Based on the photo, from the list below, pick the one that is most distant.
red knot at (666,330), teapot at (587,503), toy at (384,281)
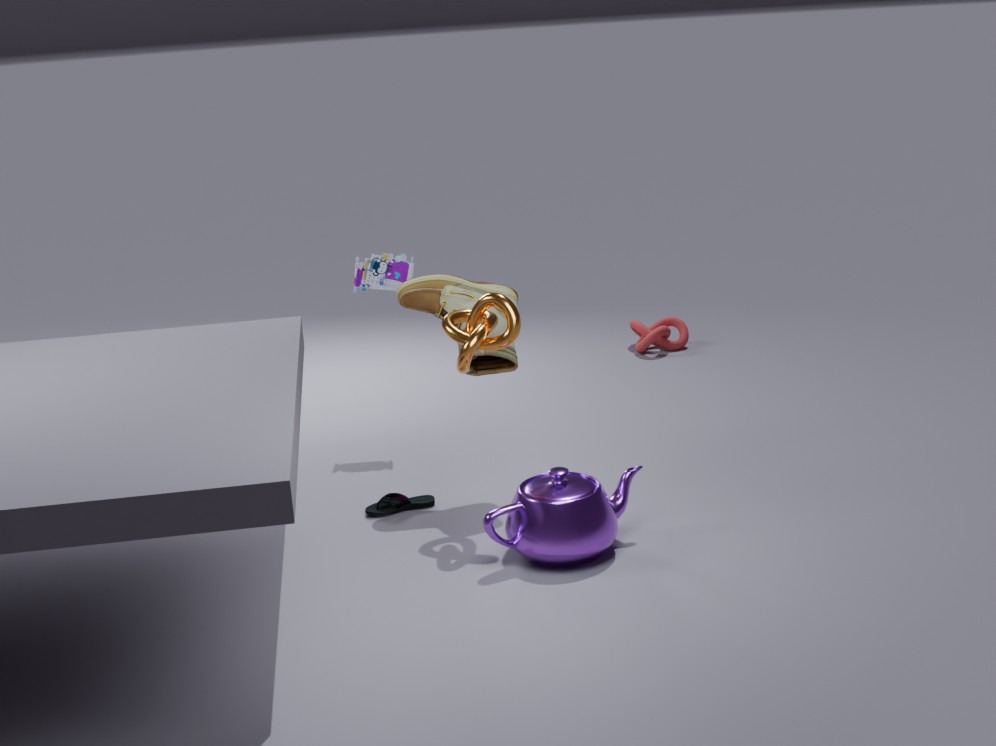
red knot at (666,330)
